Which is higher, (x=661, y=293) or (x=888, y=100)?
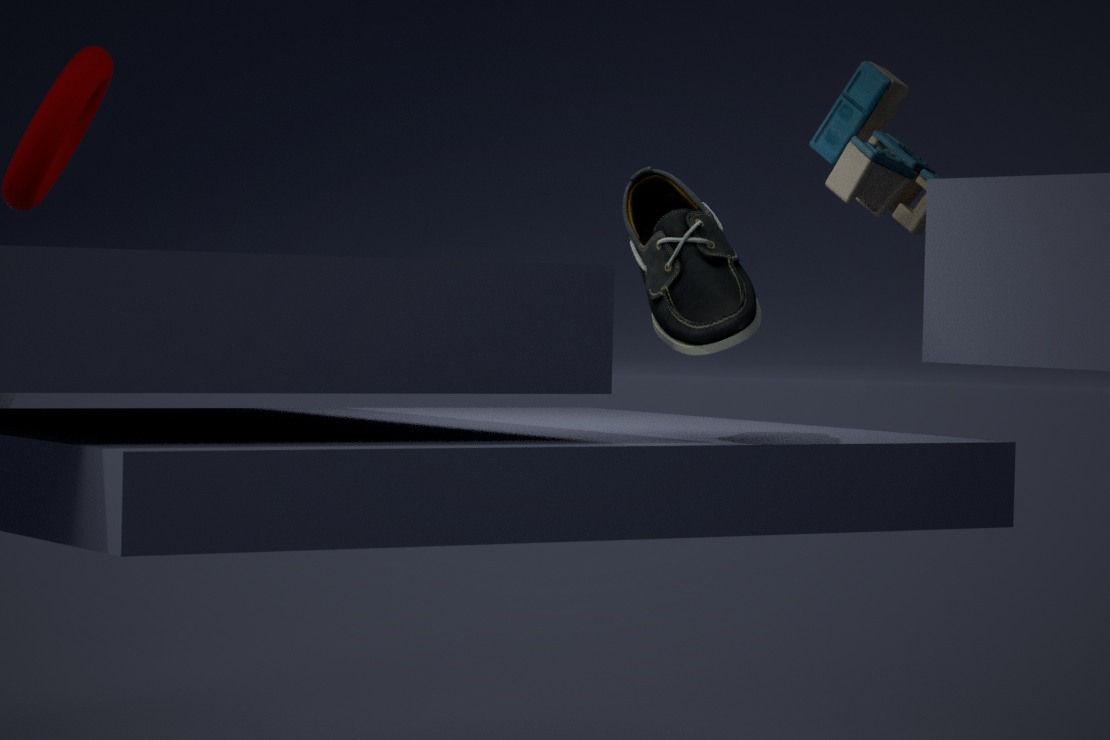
(x=888, y=100)
